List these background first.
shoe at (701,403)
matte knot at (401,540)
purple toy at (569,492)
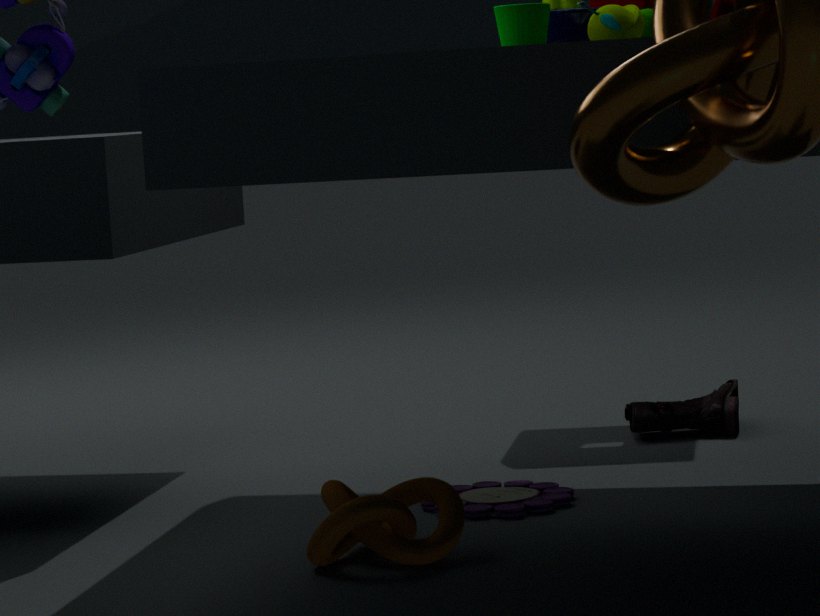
shoe at (701,403)
purple toy at (569,492)
matte knot at (401,540)
